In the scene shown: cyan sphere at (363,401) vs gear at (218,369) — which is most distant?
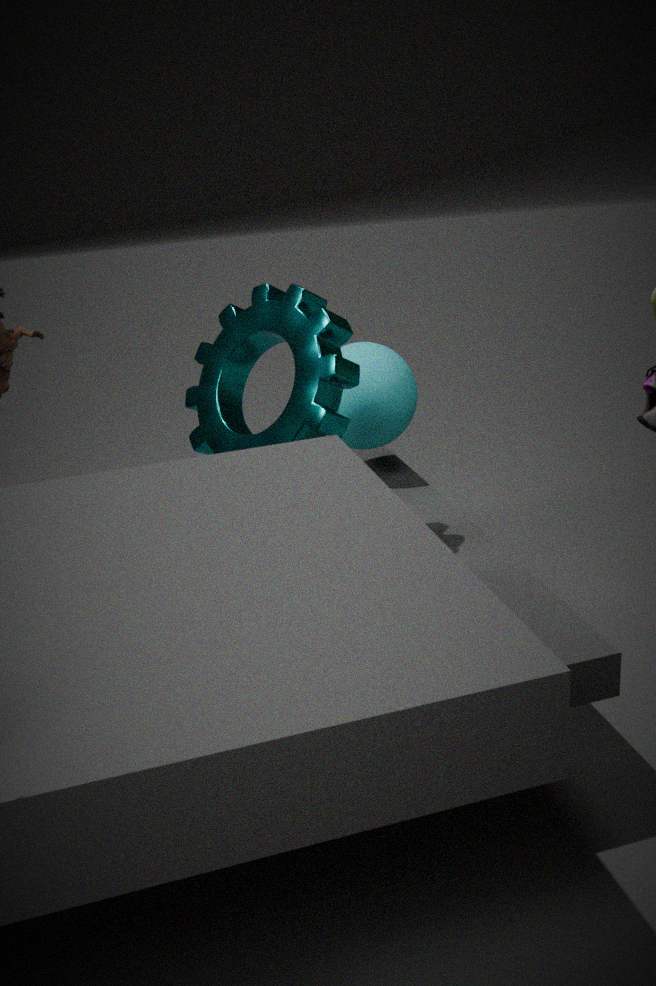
cyan sphere at (363,401)
